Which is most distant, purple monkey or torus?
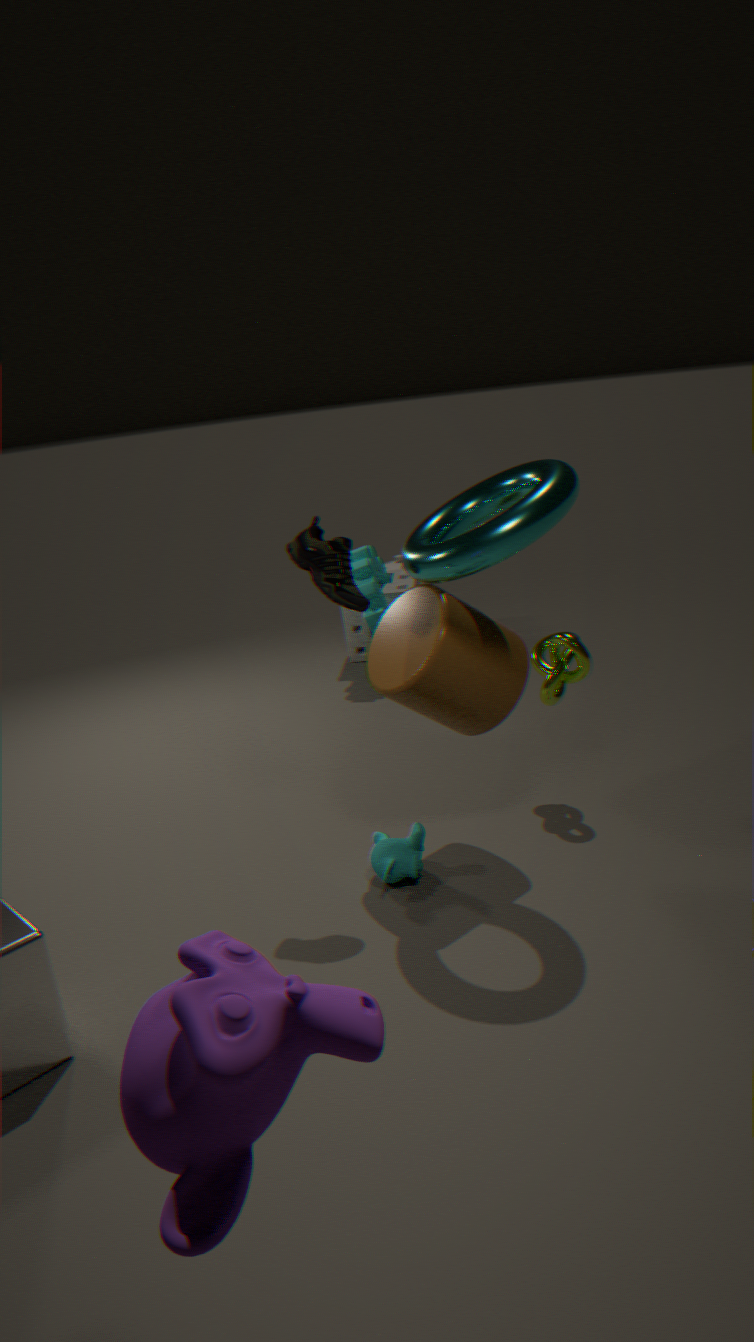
torus
